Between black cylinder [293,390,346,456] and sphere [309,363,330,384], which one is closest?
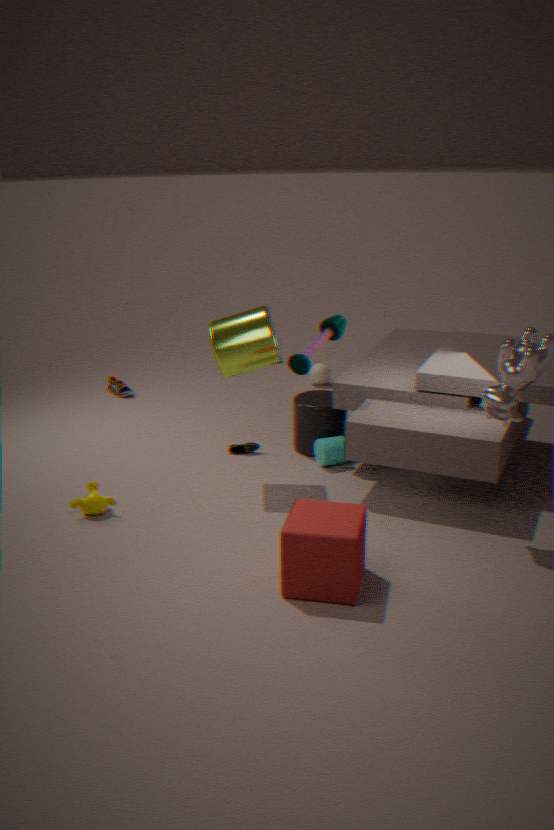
black cylinder [293,390,346,456]
